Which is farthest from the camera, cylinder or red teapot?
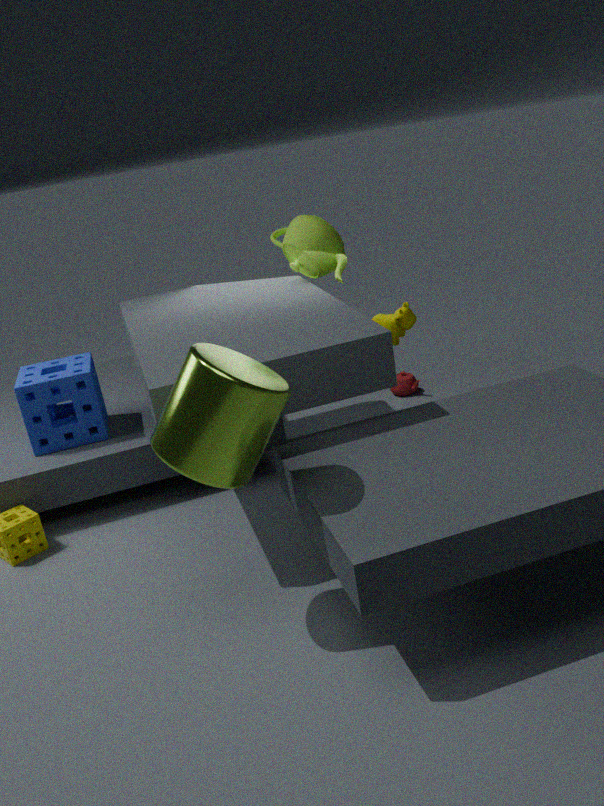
red teapot
